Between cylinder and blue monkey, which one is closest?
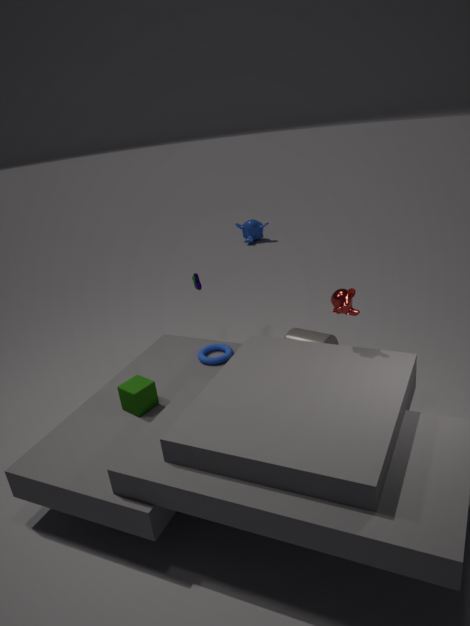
cylinder
